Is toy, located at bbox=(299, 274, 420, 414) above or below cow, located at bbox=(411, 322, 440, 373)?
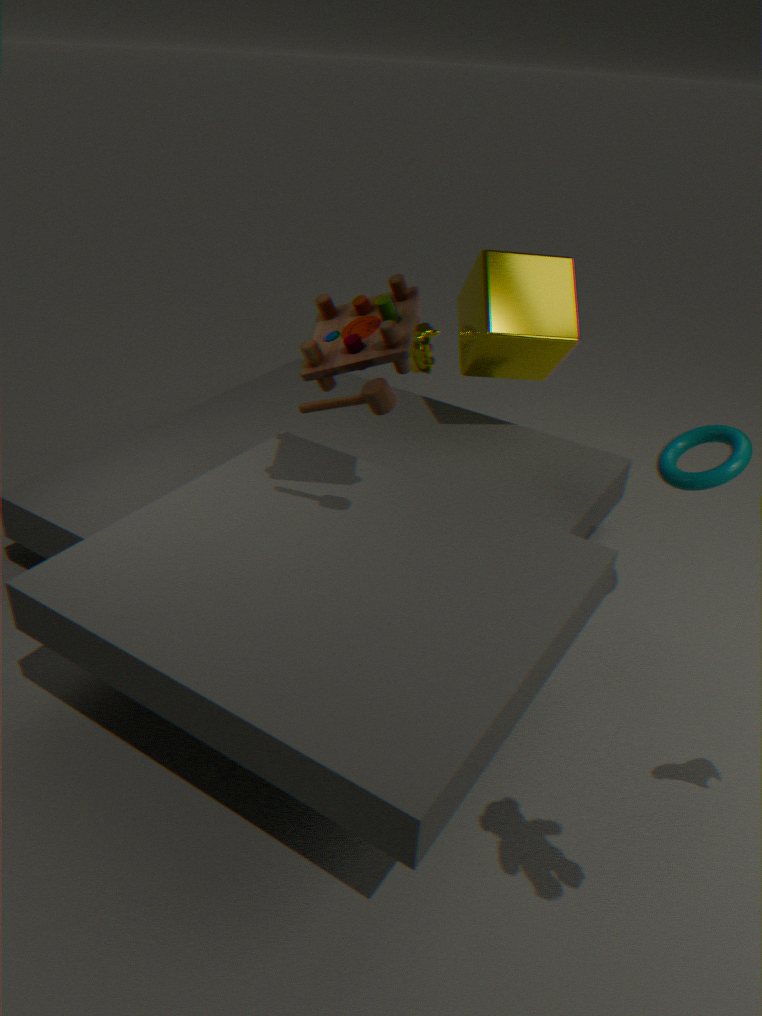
above
